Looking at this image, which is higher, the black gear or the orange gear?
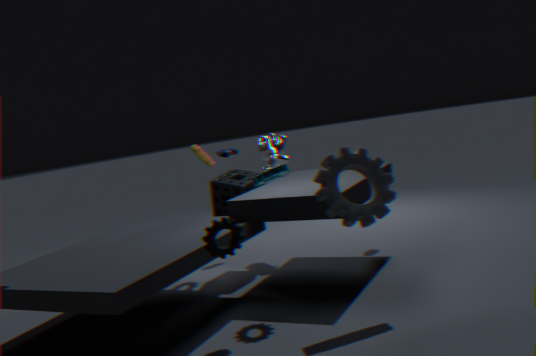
the orange gear
